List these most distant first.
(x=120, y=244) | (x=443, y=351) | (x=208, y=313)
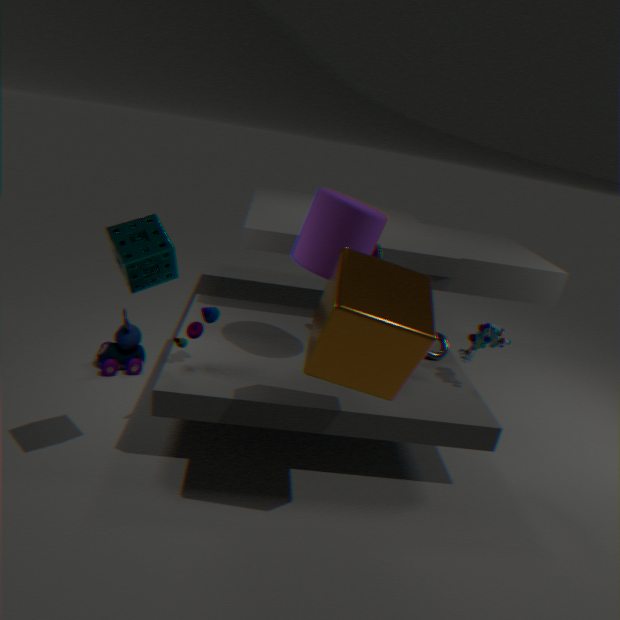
(x=443, y=351) → (x=208, y=313) → (x=120, y=244)
